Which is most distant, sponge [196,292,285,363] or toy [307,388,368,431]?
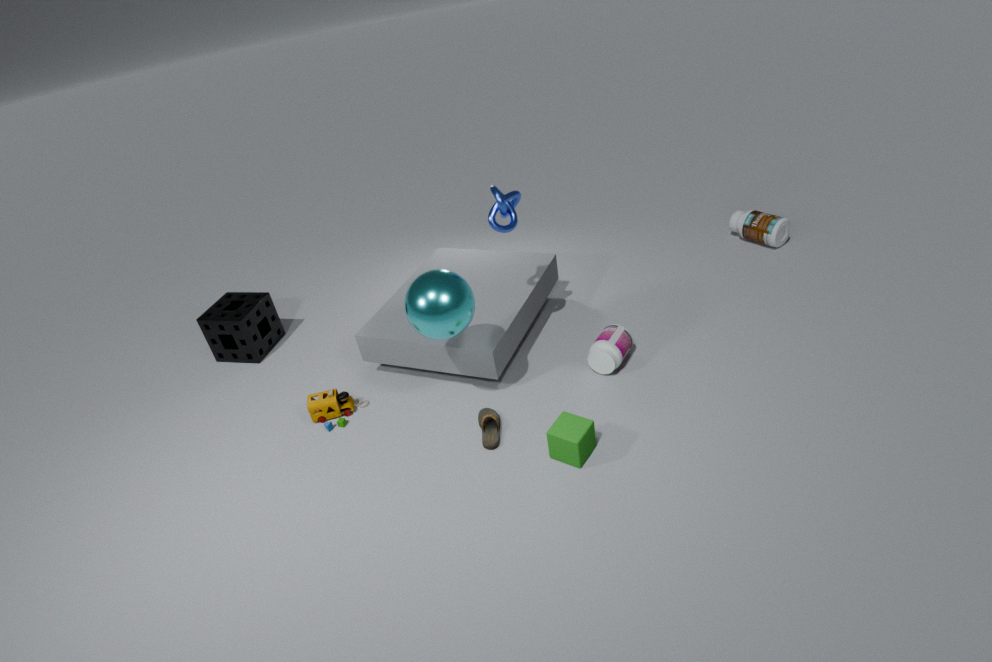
sponge [196,292,285,363]
